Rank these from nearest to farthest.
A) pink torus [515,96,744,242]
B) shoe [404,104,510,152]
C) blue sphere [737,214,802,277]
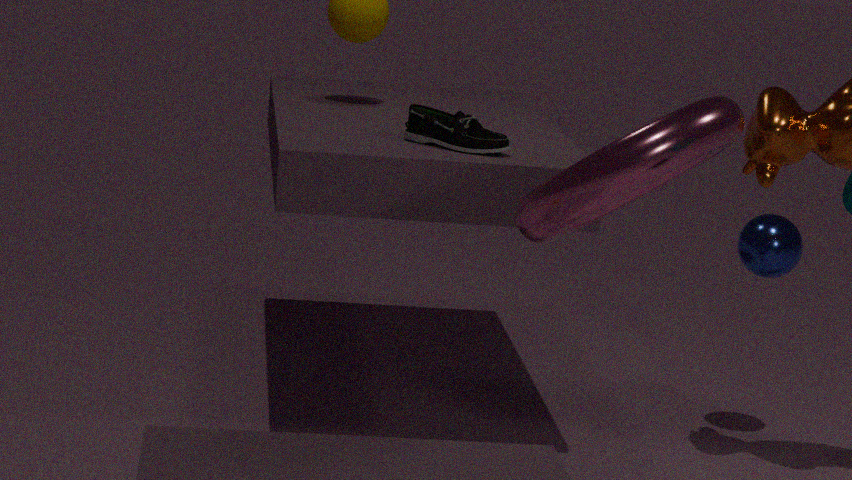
pink torus [515,96,744,242]
shoe [404,104,510,152]
blue sphere [737,214,802,277]
